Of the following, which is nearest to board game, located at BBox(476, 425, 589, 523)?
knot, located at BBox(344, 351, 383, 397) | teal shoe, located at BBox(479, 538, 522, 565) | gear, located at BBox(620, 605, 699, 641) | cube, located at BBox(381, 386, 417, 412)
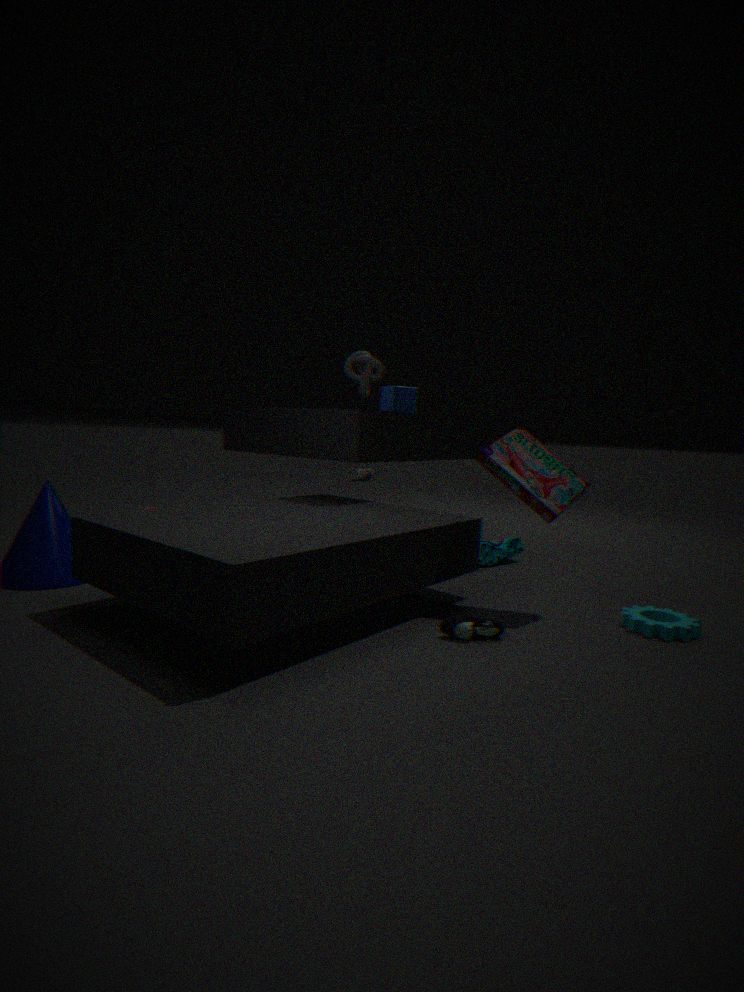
gear, located at BBox(620, 605, 699, 641)
